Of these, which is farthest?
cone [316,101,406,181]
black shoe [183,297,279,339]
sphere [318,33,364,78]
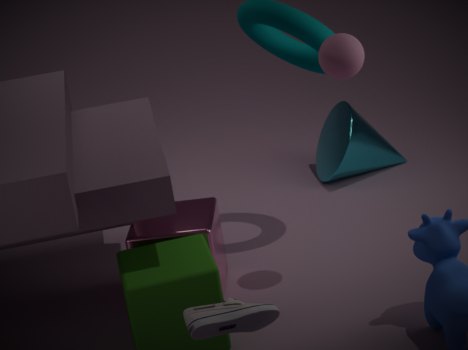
cone [316,101,406,181]
